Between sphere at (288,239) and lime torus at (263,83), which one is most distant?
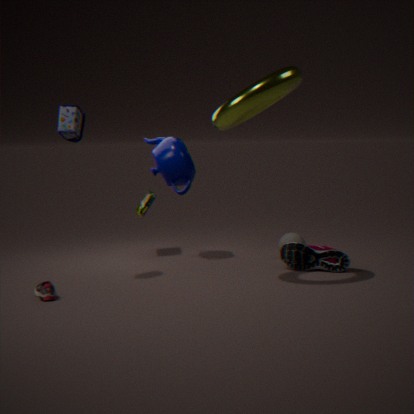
sphere at (288,239)
